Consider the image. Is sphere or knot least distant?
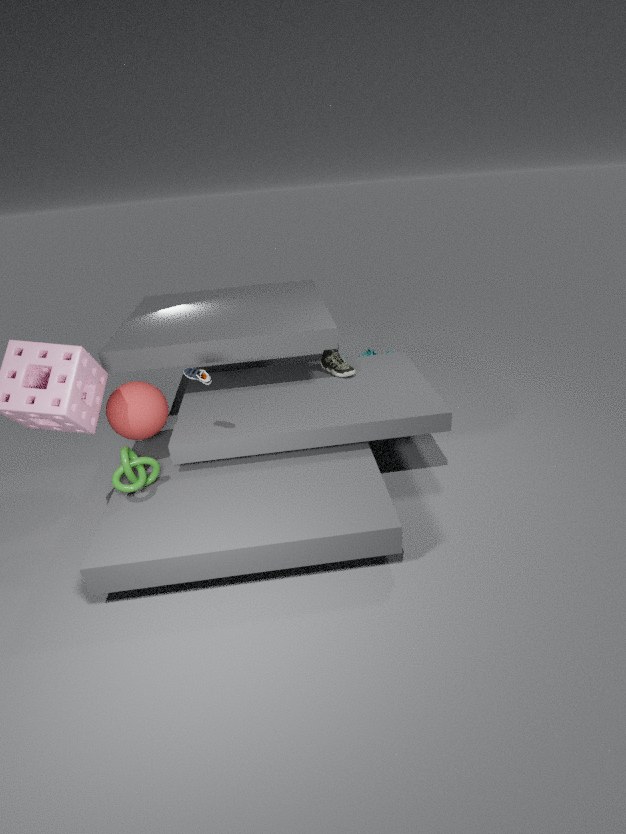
knot
